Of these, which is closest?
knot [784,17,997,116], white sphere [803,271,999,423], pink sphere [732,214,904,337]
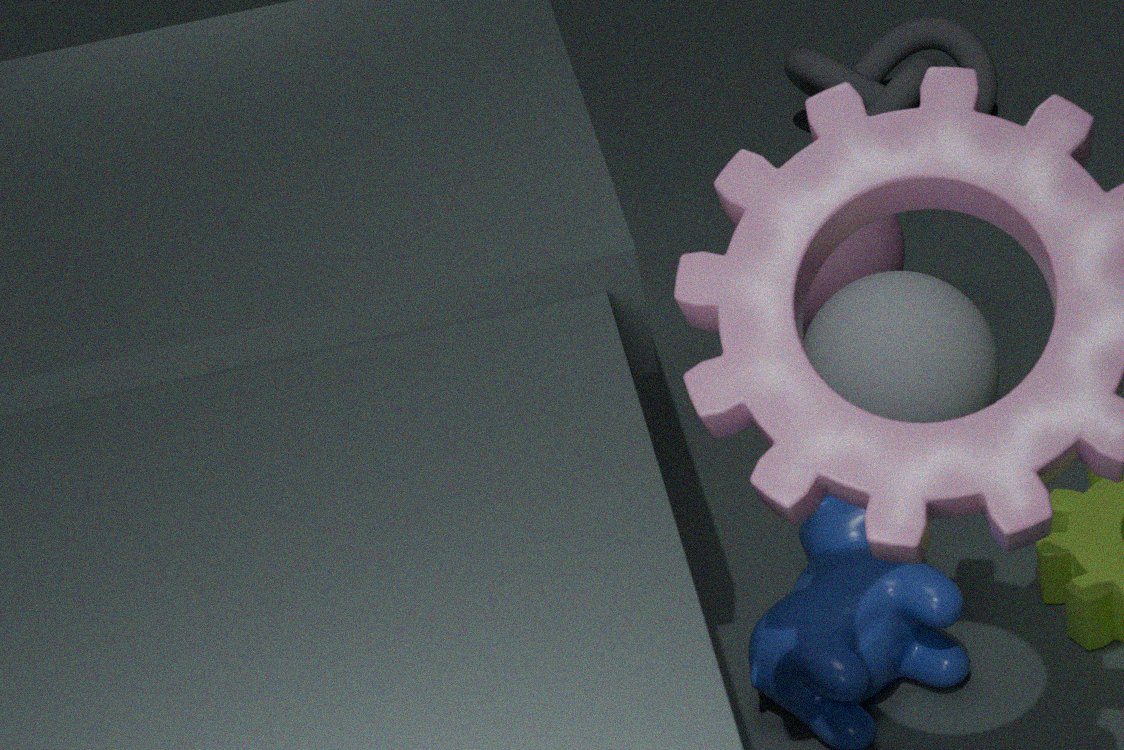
white sphere [803,271,999,423]
